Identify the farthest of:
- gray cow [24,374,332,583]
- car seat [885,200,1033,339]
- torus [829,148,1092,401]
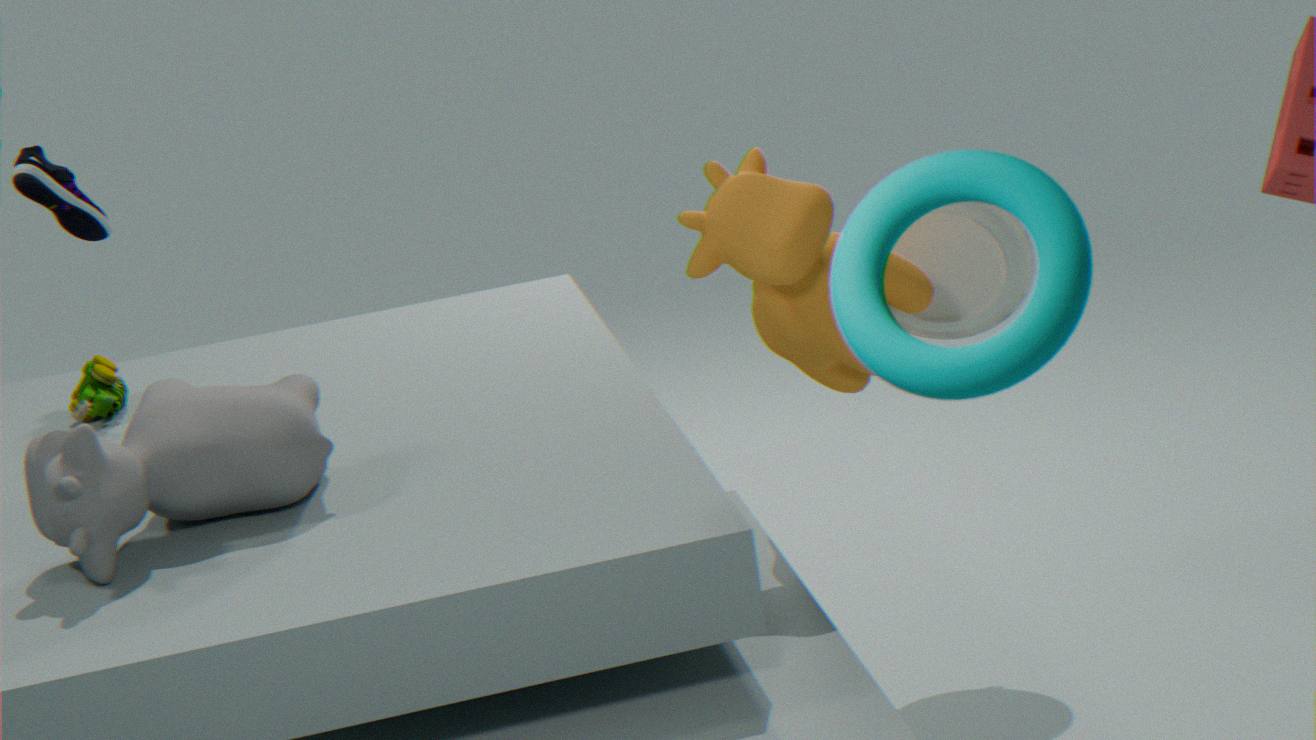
car seat [885,200,1033,339]
